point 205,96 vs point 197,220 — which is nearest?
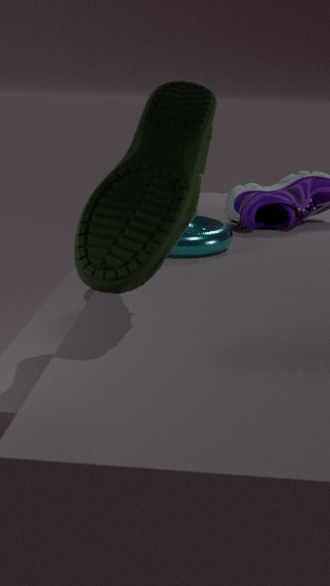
point 205,96
